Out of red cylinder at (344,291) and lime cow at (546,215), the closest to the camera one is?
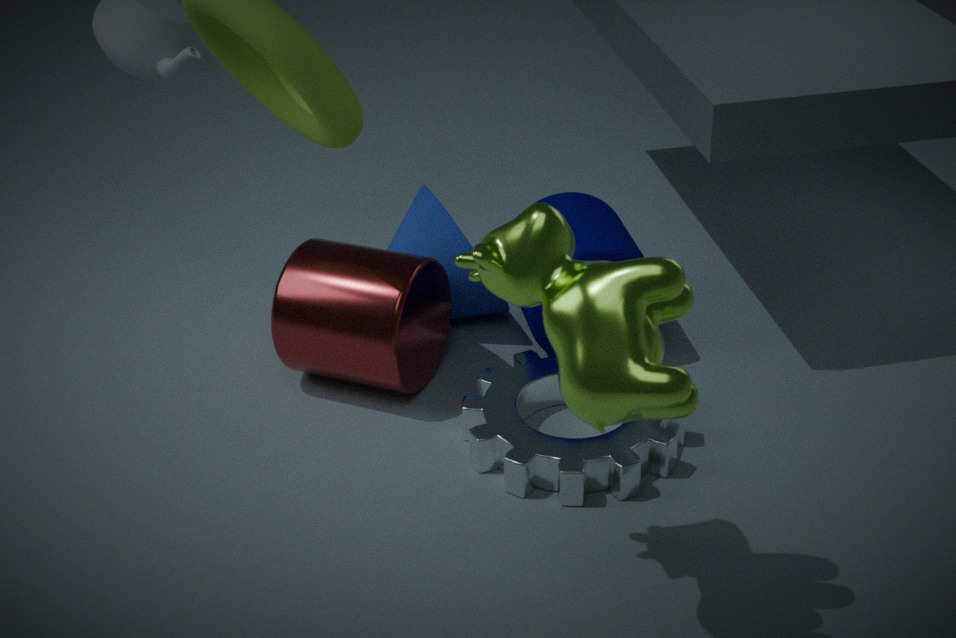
lime cow at (546,215)
